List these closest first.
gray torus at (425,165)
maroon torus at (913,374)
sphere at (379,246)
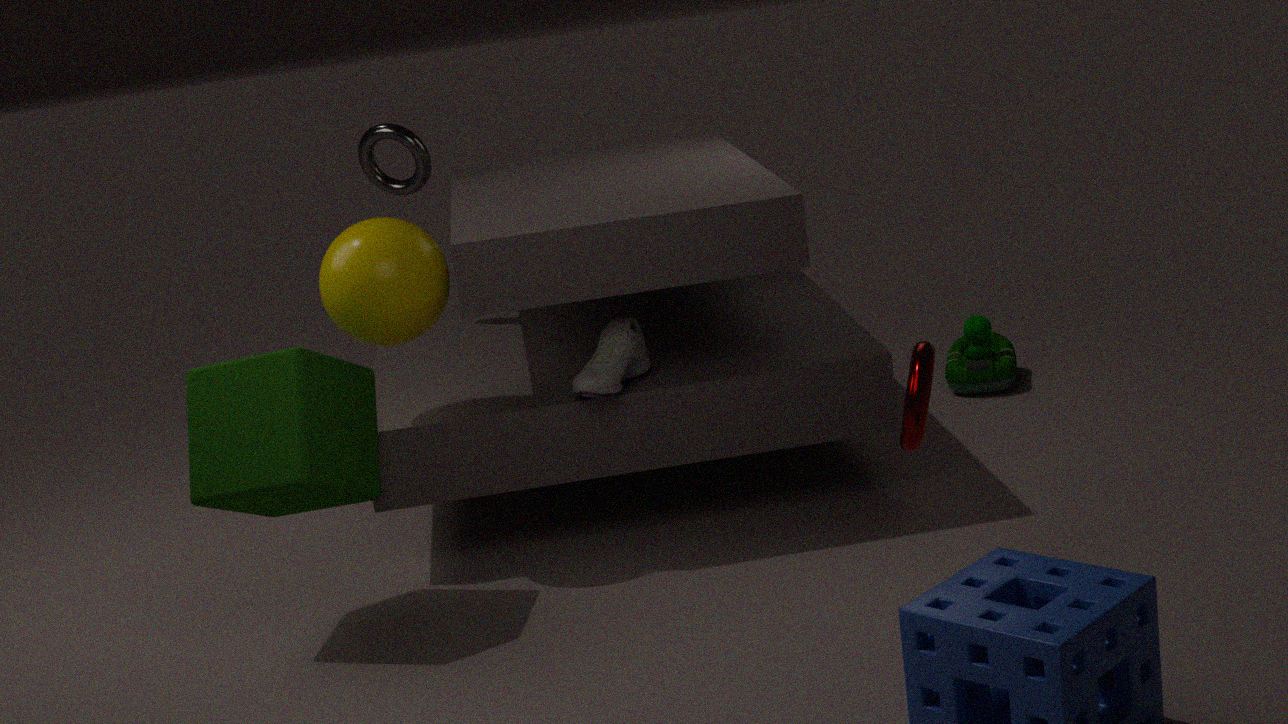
maroon torus at (913,374)
sphere at (379,246)
gray torus at (425,165)
